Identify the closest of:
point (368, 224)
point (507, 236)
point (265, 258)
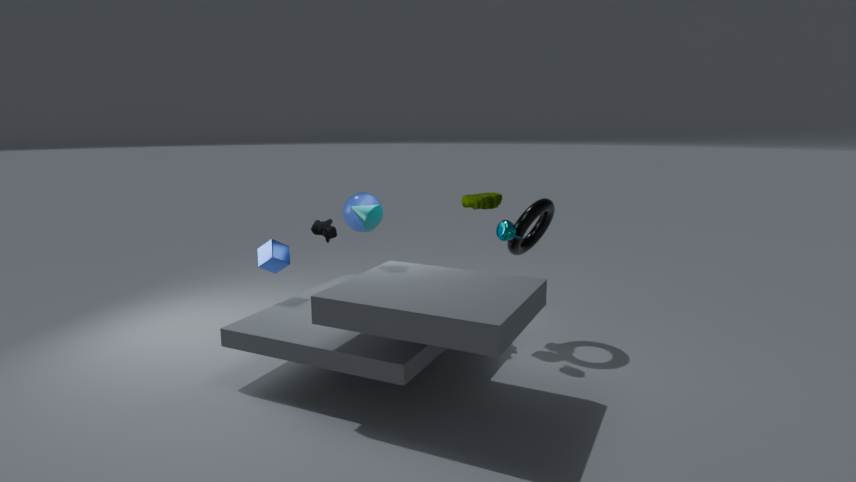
point (368, 224)
